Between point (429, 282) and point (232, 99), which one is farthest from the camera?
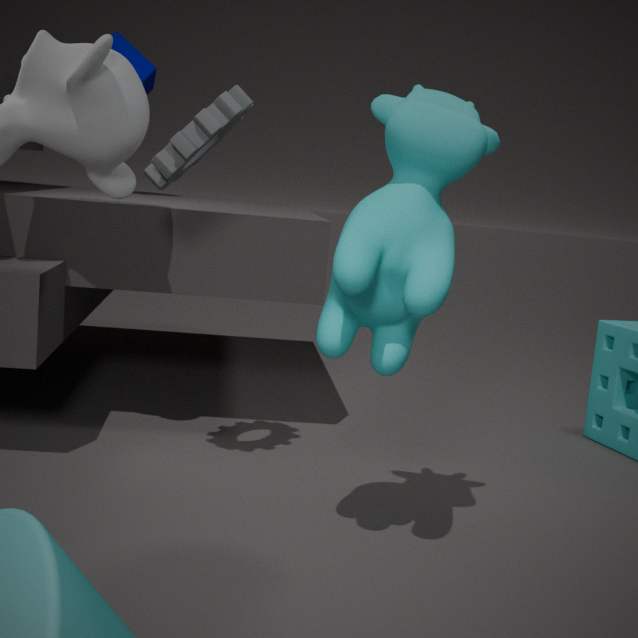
point (232, 99)
